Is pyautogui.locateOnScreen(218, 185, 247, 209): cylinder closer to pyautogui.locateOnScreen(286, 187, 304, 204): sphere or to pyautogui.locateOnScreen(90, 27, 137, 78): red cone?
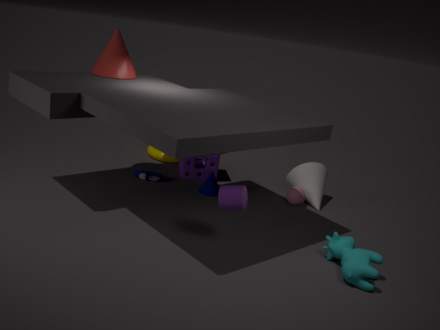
pyautogui.locateOnScreen(286, 187, 304, 204): sphere
